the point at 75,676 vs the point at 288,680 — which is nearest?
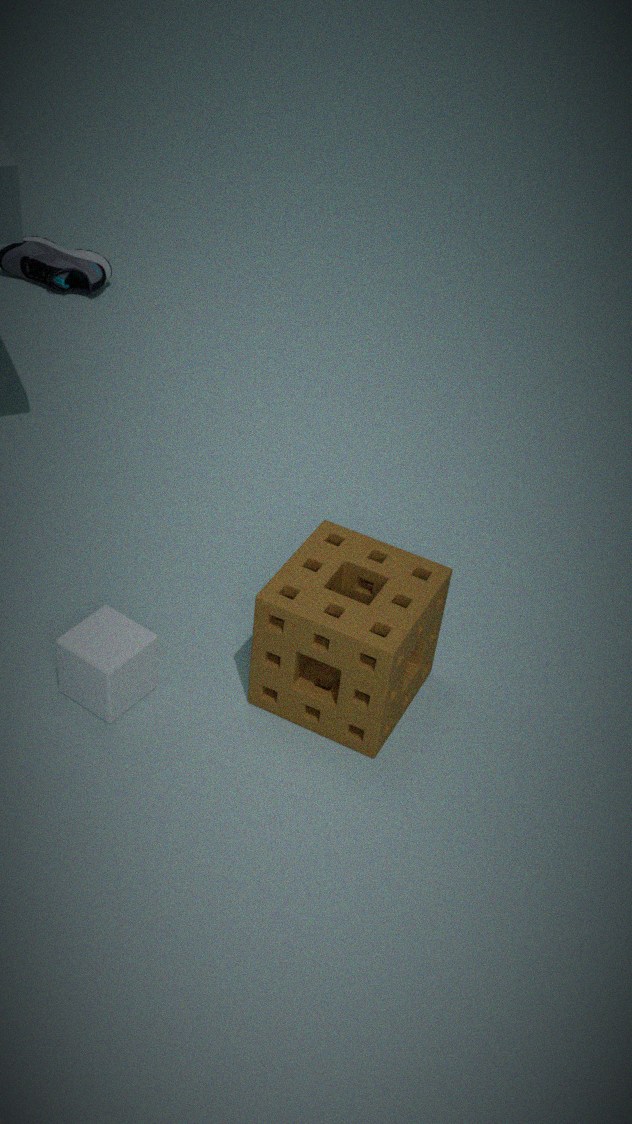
the point at 288,680
